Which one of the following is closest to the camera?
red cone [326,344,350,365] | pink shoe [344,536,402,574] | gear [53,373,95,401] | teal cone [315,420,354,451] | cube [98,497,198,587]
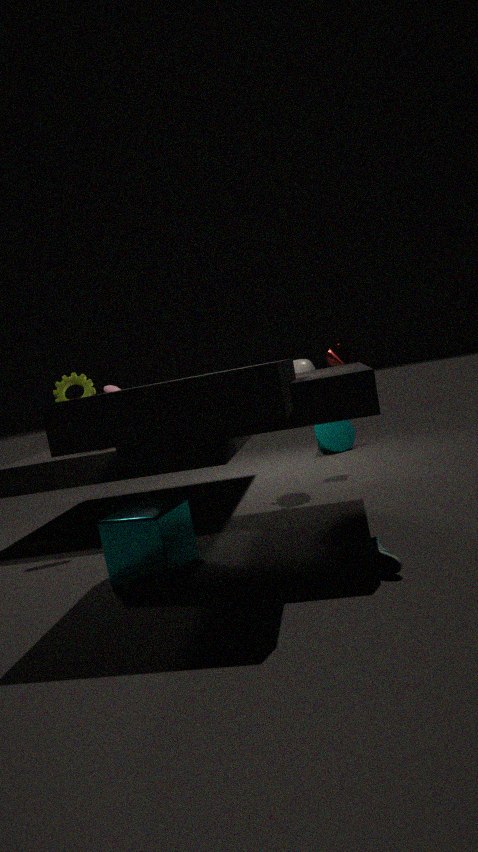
pink shoe [344,536,402,574]
